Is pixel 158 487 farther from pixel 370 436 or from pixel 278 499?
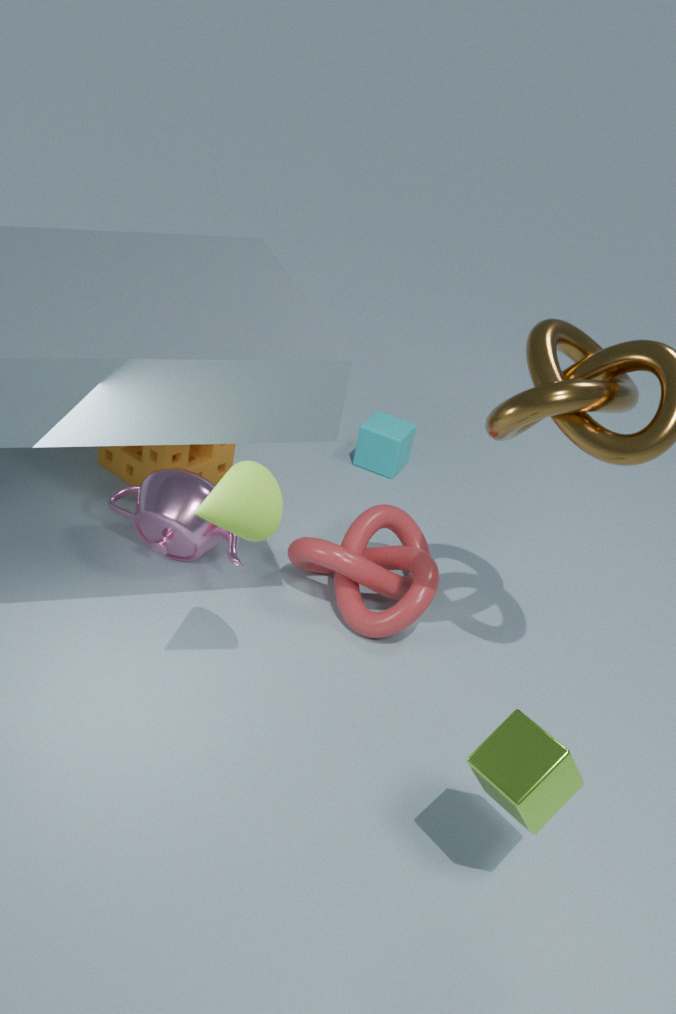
pixel 370 436
